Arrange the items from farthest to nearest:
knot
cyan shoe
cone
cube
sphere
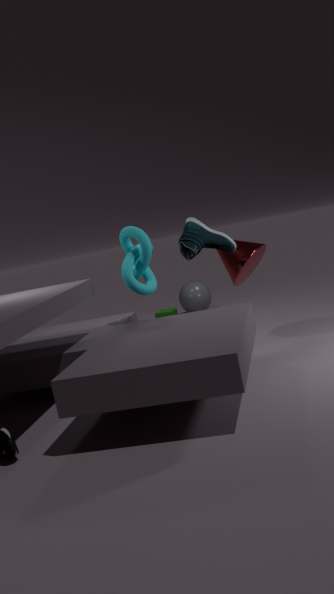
1. sphere
2. cube
3. cone
4. cyan shoe
5. knot
